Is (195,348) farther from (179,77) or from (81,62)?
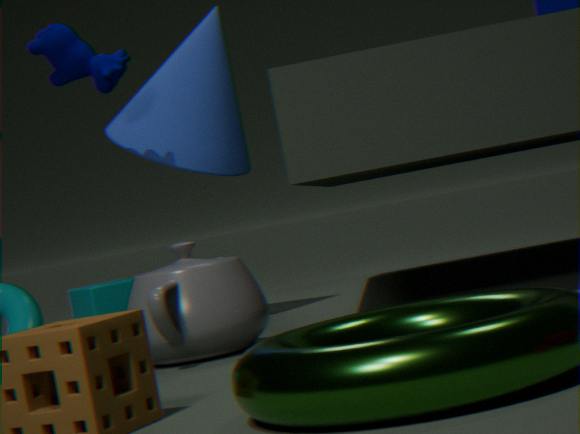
(179,77)
